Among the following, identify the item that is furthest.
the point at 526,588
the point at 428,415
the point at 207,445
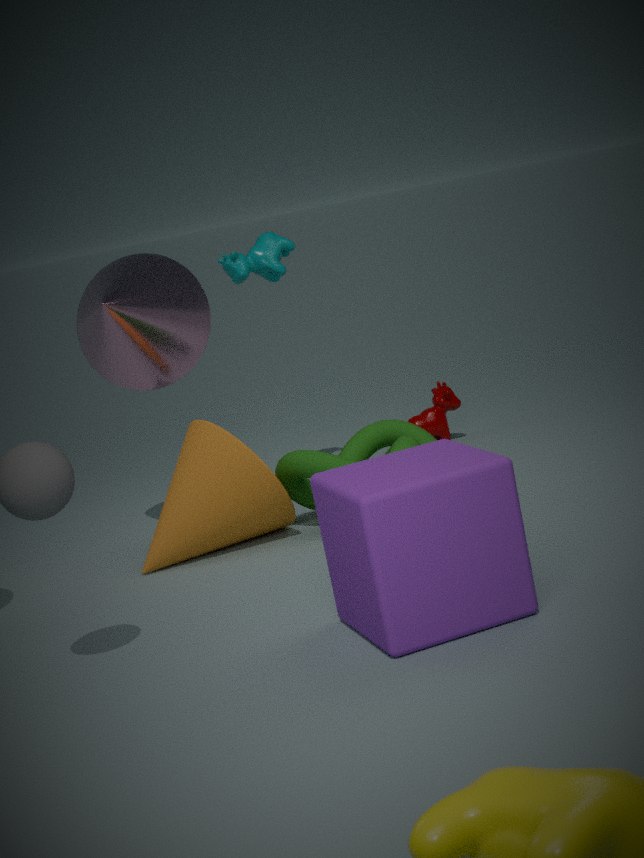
the point at 428,415
